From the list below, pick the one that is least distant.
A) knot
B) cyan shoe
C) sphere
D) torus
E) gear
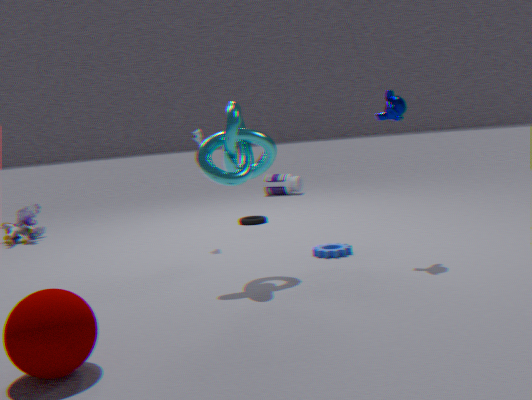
sphere
